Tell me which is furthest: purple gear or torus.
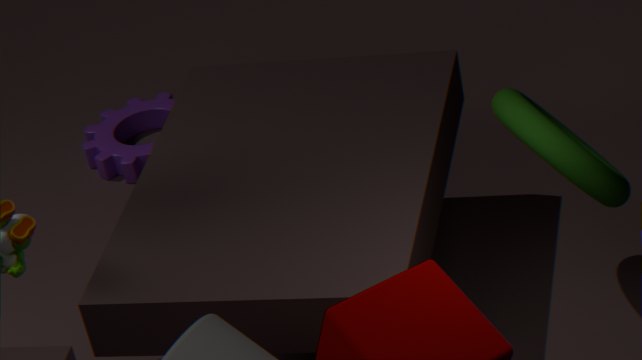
purple gear
